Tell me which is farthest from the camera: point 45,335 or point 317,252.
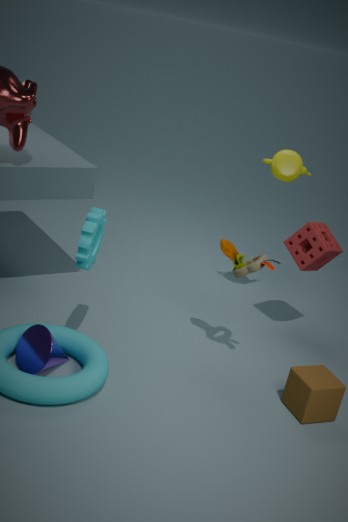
point 317,252
